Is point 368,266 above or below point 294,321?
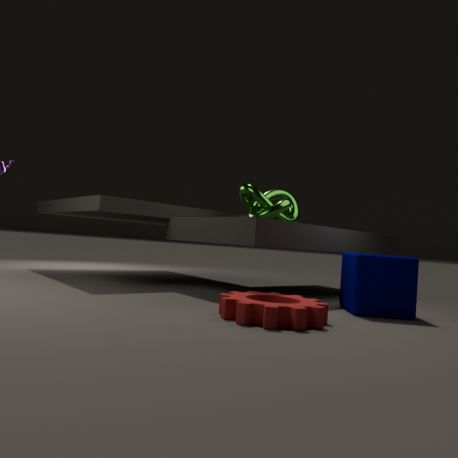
above
